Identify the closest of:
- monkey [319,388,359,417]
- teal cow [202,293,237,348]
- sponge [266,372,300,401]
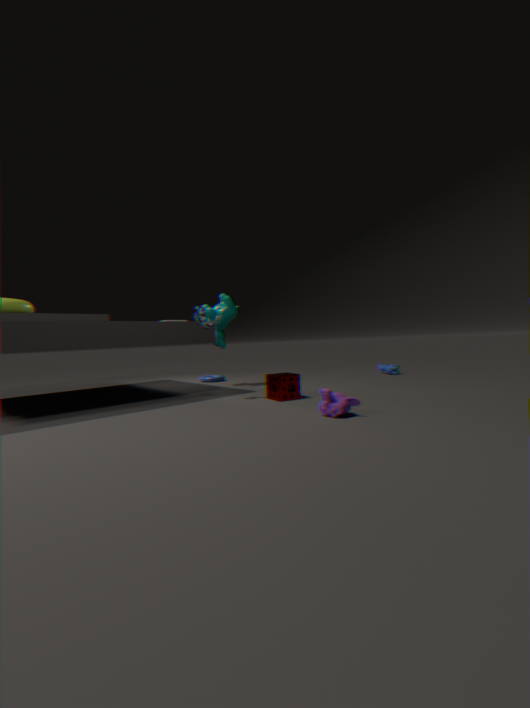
monkey [319,388,359,417]
